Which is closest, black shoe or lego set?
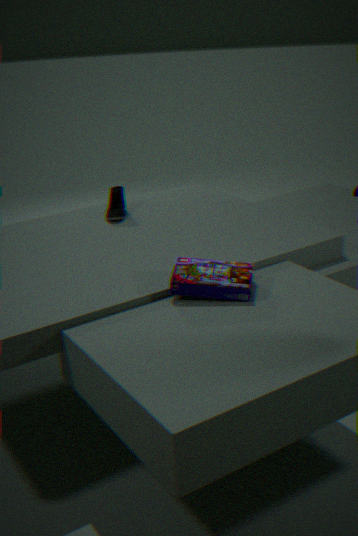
lego set
